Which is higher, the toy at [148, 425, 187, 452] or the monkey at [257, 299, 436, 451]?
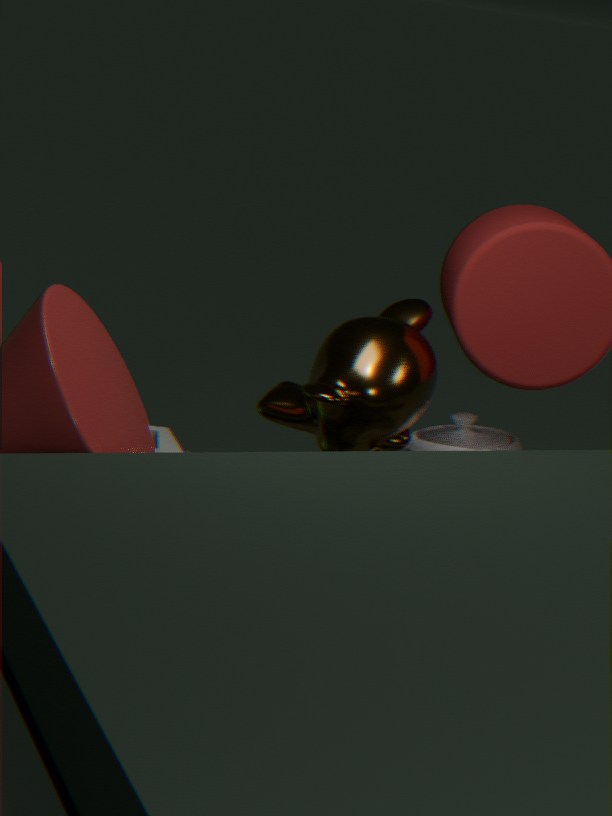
the monkey at [257, 299, 436, 451]
